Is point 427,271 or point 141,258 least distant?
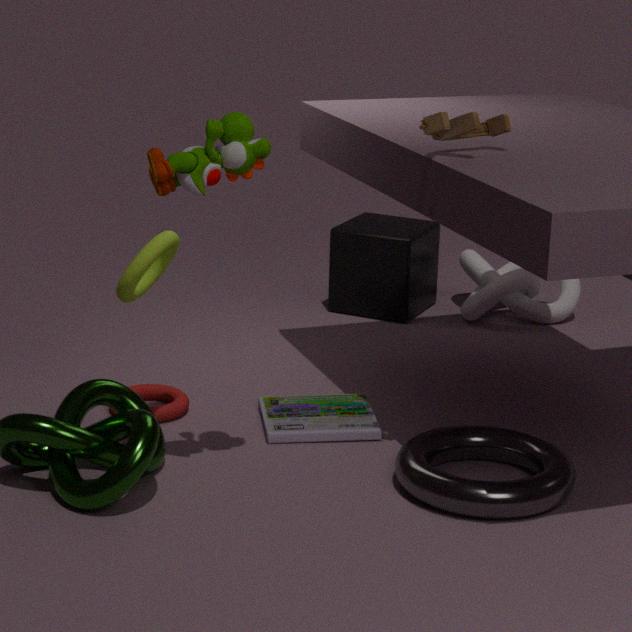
point 141,258
